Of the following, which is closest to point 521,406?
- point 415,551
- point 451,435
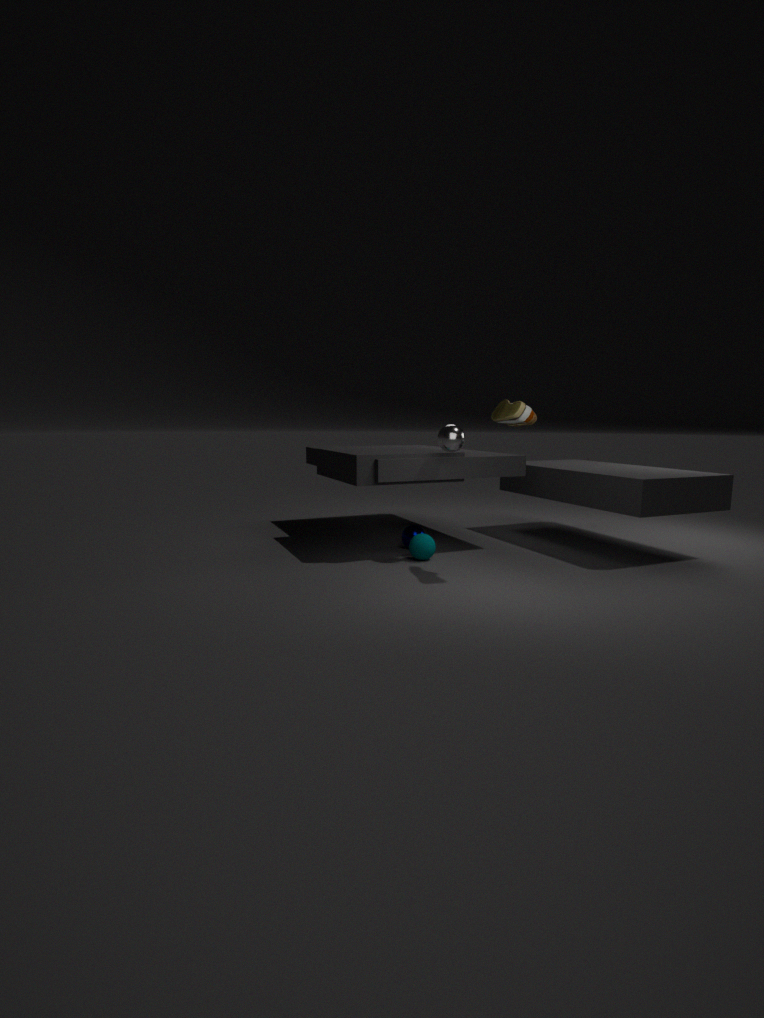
point 451,435
